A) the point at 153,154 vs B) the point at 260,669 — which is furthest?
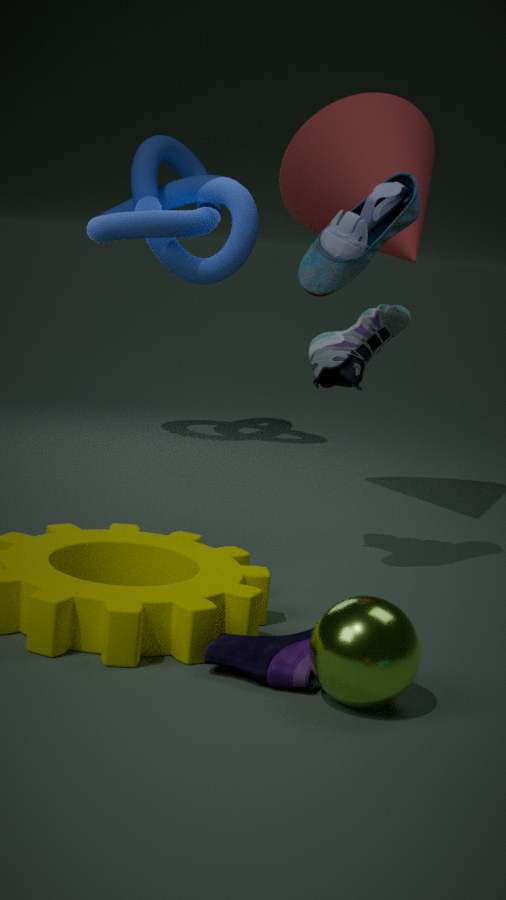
A. the point at 153,154
